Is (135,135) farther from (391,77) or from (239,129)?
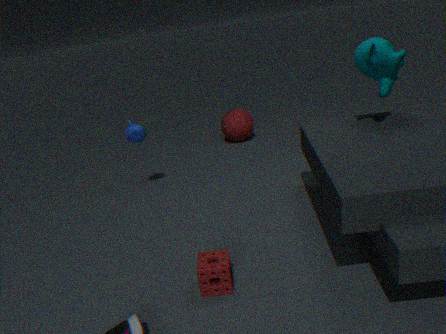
(391,77)
